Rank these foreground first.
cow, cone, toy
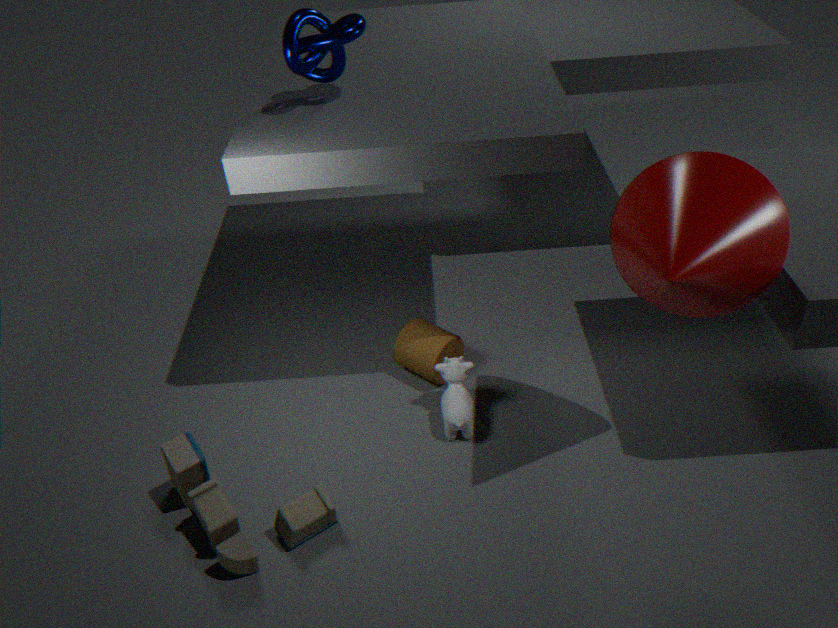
cone
toy
cow
